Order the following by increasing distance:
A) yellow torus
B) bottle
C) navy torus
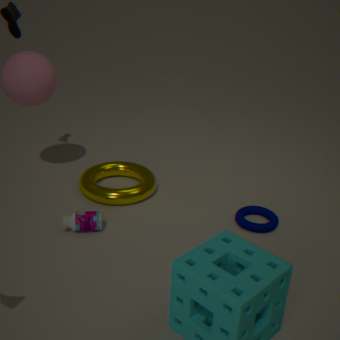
1. bottle
2. navy torus
3. yellow torus
